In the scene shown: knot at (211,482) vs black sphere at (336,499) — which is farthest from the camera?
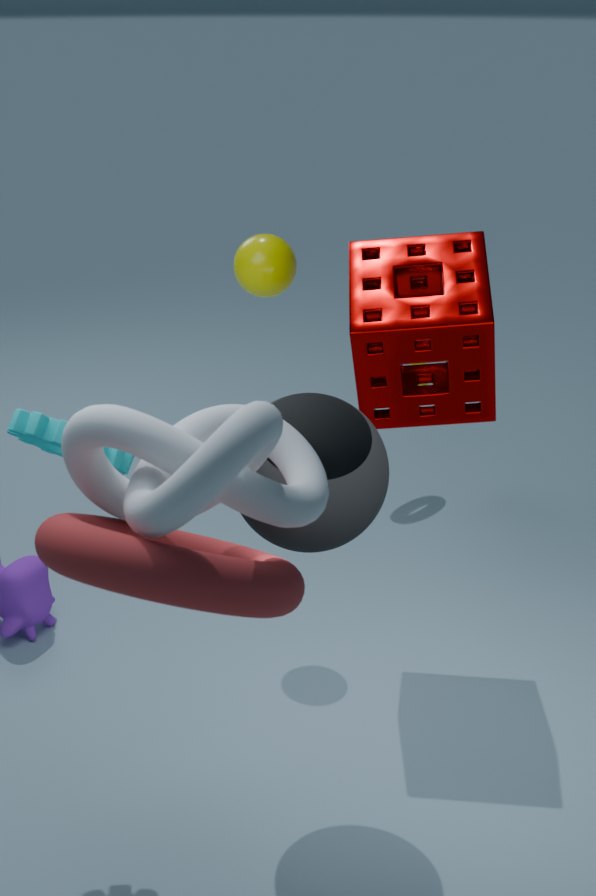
black sphere at (336,499)
